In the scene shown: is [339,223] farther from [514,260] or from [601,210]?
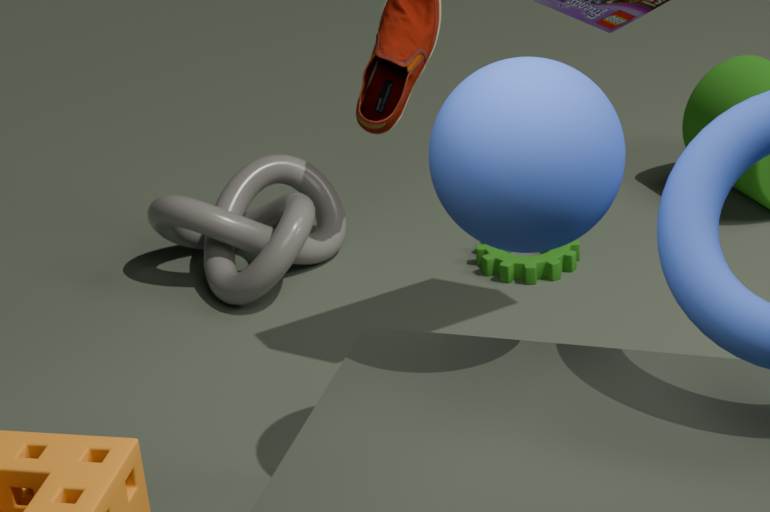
[601,210]
